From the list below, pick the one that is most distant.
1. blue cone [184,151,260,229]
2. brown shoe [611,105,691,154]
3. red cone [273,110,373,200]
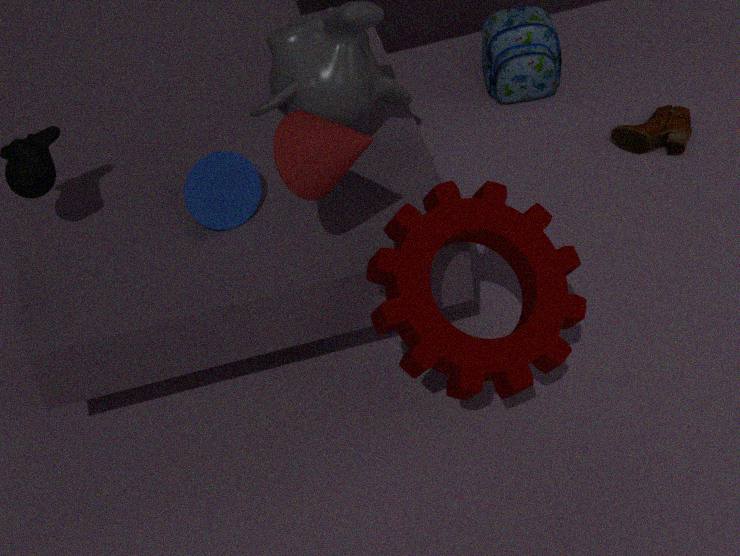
brown shoe [611,105,691,154]
